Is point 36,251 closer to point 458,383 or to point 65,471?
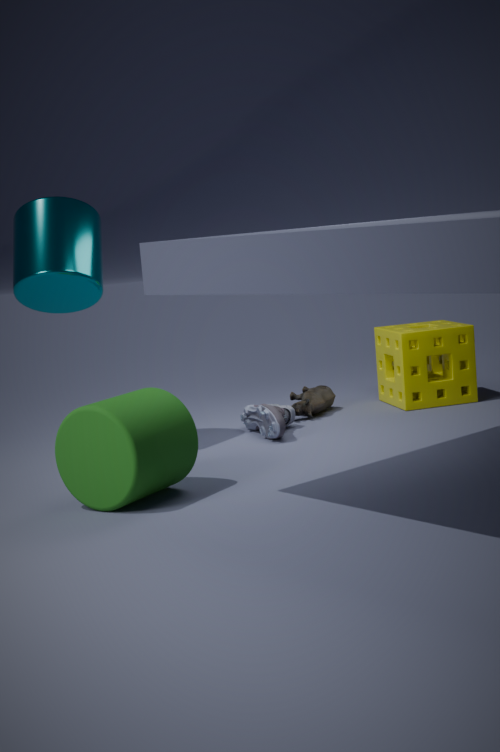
point 65,471
